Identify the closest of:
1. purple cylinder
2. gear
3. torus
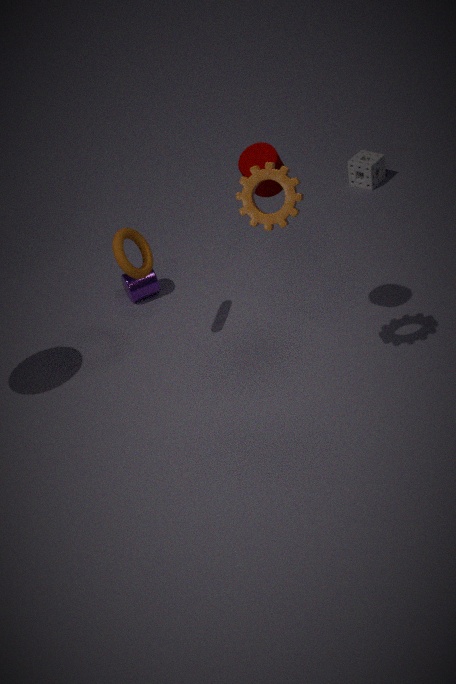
gear
